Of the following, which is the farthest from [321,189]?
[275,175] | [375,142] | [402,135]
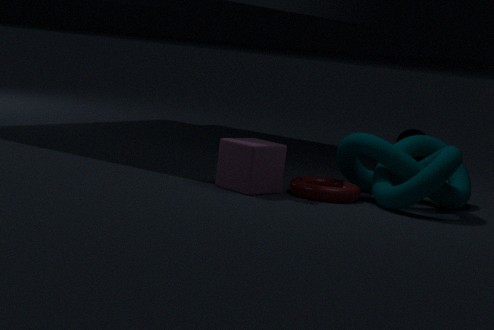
[402,135]
